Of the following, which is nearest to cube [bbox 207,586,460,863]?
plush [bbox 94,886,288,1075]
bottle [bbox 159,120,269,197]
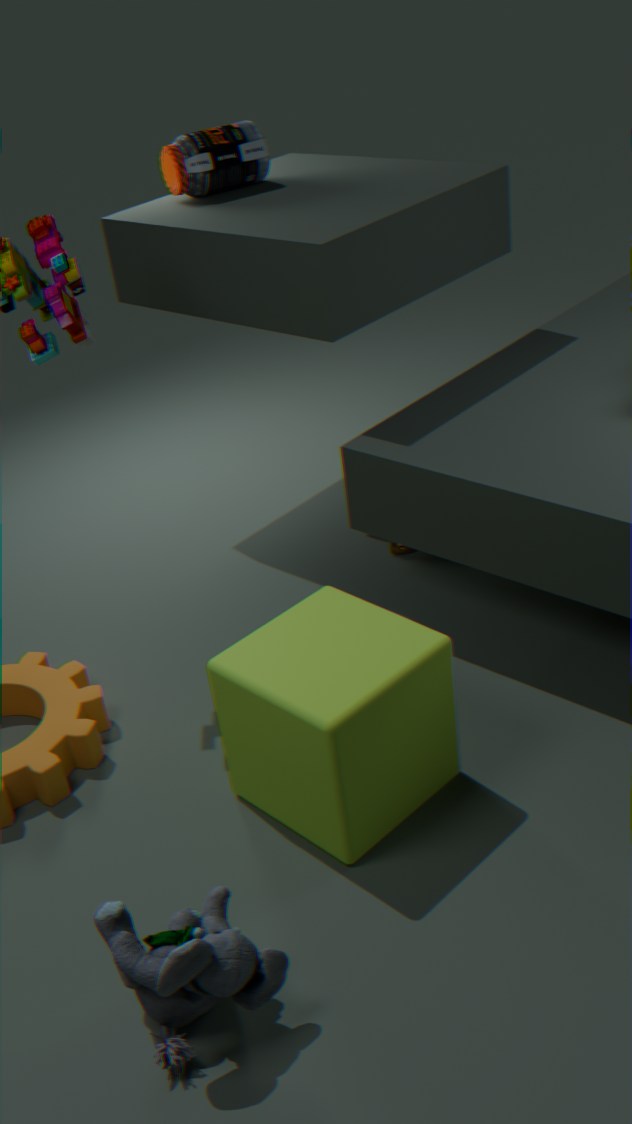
plush [bbox 94,886,288,1075]
